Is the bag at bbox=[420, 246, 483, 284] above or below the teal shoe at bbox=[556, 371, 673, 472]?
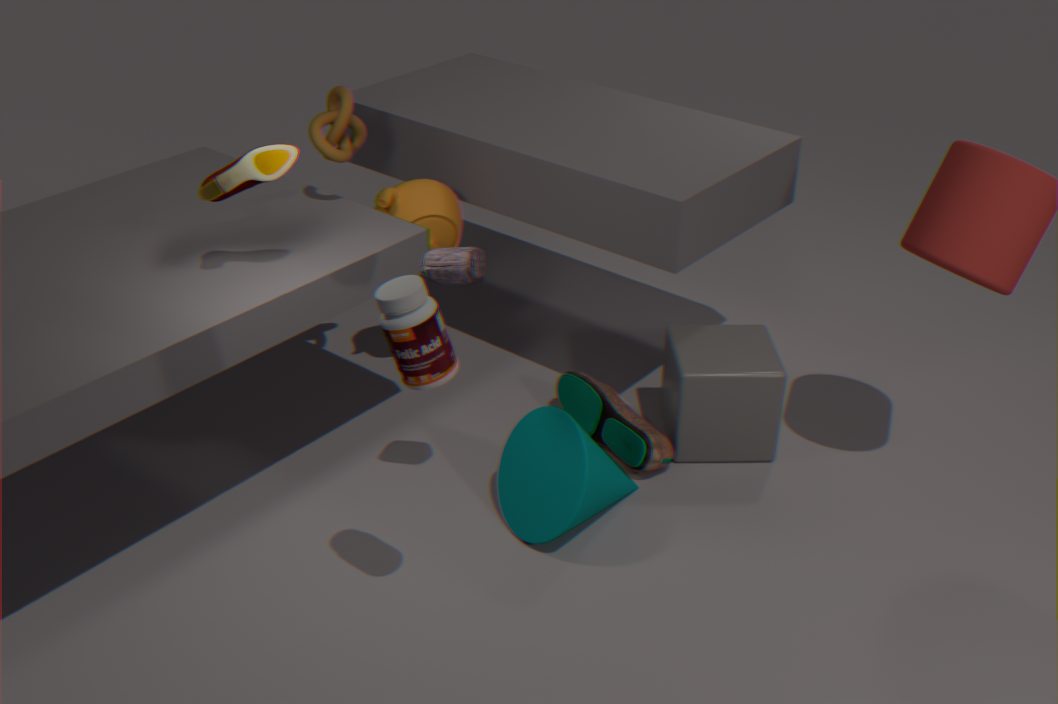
above
